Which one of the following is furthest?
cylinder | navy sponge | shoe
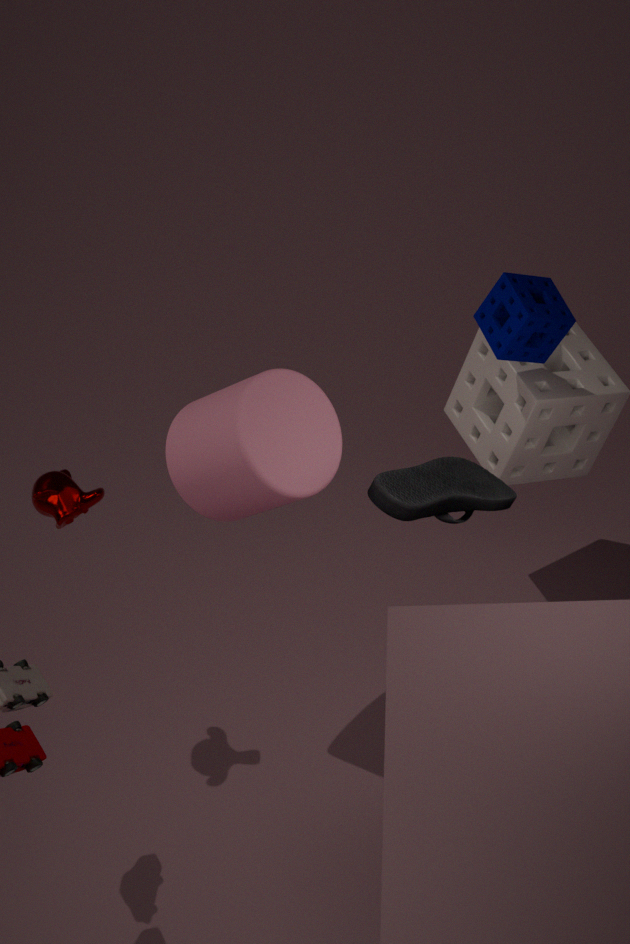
navy sponge
